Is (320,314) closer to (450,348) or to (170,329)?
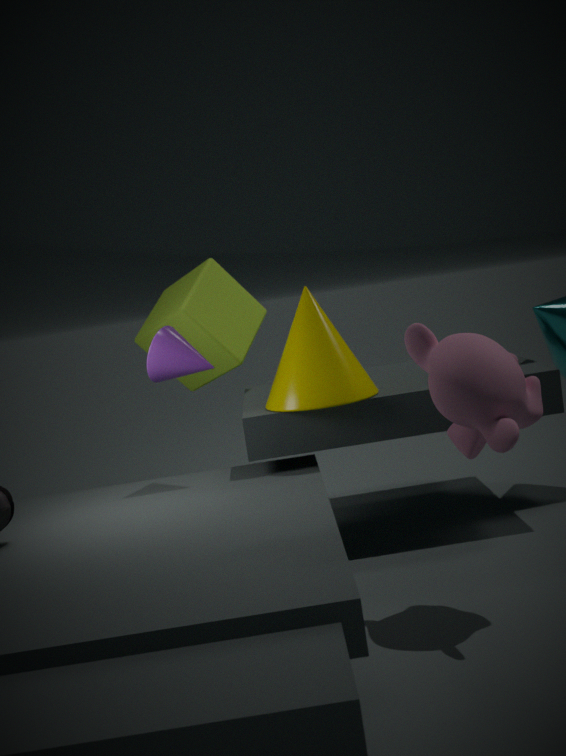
(170,329)
